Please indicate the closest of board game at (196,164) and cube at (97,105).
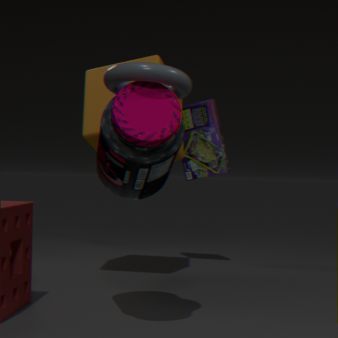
cube at (97,105)
